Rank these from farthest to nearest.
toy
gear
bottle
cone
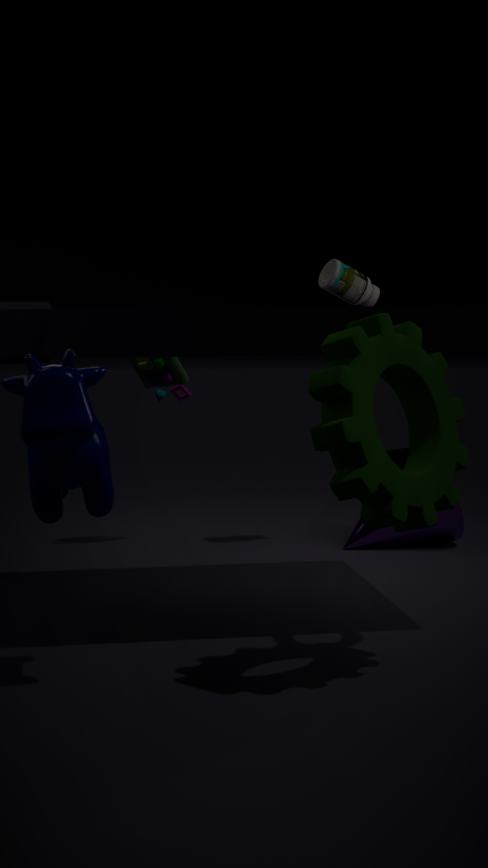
1. toy
2. bottle
3. cone
4. gear
